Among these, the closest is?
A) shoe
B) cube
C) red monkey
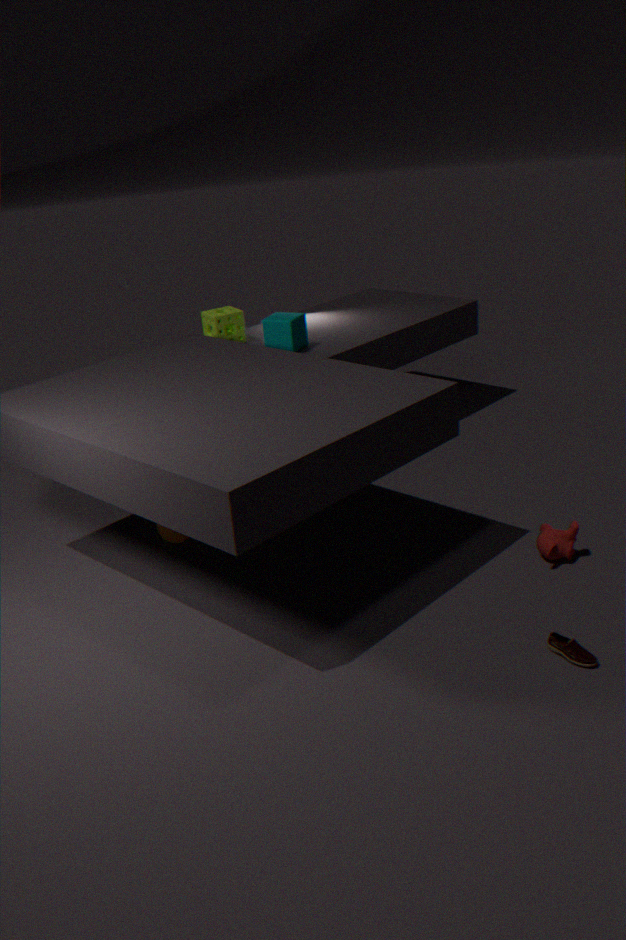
shoe
